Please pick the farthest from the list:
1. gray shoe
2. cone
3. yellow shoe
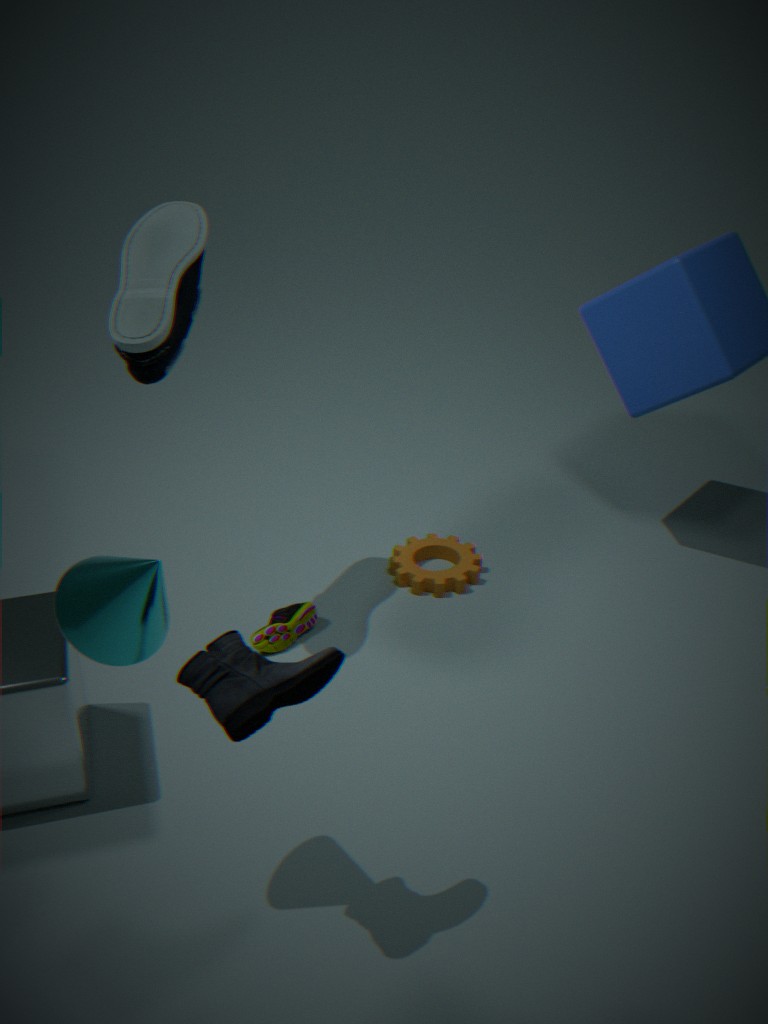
yellow shoe
